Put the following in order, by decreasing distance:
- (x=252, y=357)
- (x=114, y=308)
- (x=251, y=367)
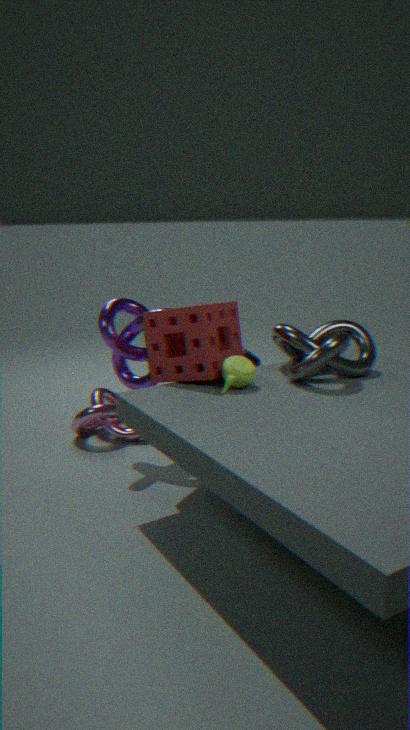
1. (x=252, y=357)
2. (x=114, y=308)
3. (x=251, y=367)
